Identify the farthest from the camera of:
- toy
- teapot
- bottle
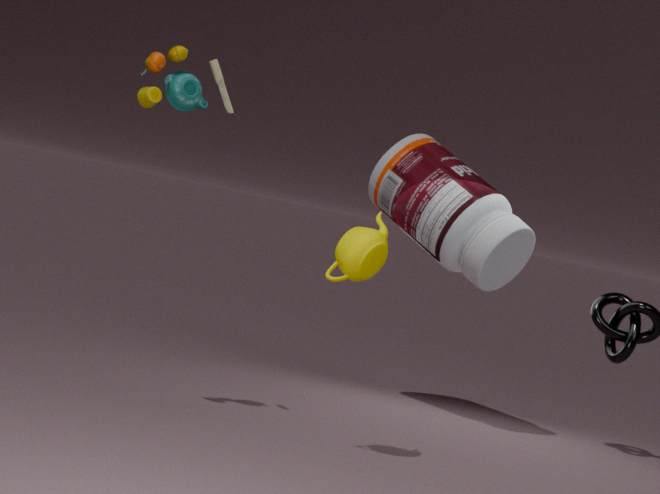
bottle
